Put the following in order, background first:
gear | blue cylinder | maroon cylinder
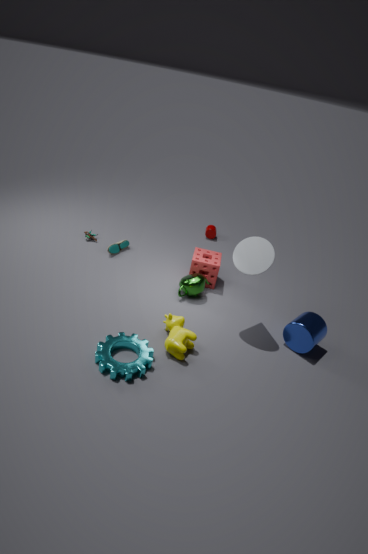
maroon cylinder < blue cylinder < gear
